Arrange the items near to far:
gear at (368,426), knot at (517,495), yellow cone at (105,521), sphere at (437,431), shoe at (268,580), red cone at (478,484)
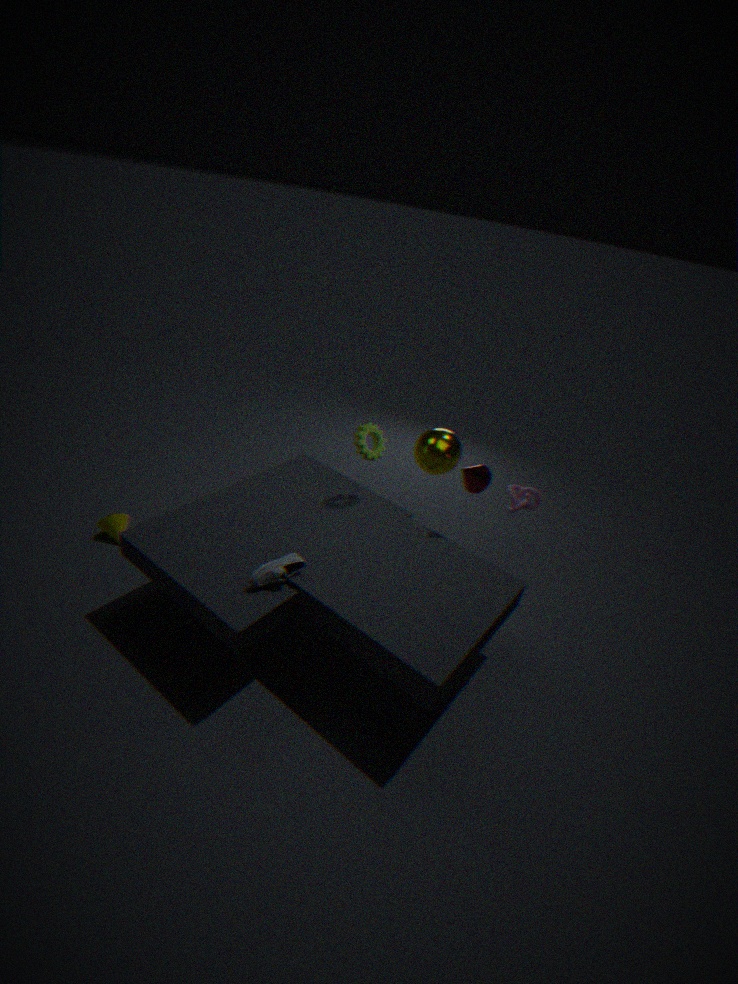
shoe at (268,580), red cone at (478,484), gear at (368,426), sphere at (437,431), yellow cone at (105,521), knot at (517,495)
